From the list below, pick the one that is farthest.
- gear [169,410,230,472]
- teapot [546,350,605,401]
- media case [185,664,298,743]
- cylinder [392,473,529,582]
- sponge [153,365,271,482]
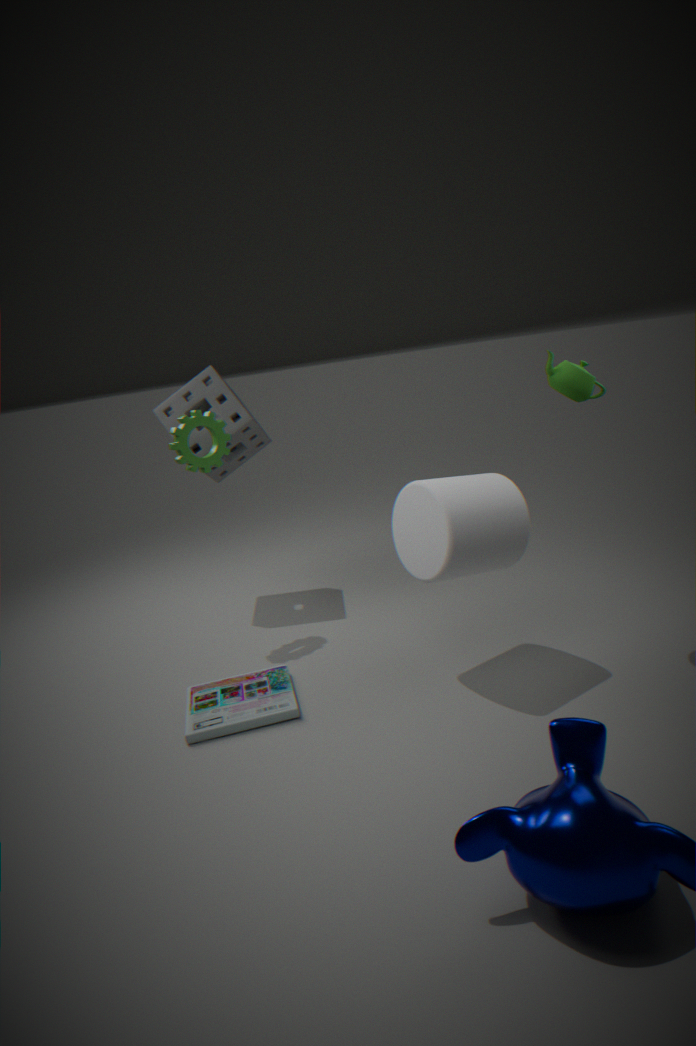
sponge [153,365,271,482]
